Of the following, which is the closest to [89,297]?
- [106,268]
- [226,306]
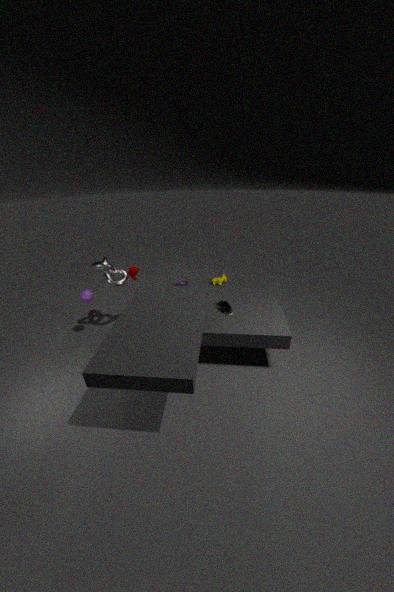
[106,268]
